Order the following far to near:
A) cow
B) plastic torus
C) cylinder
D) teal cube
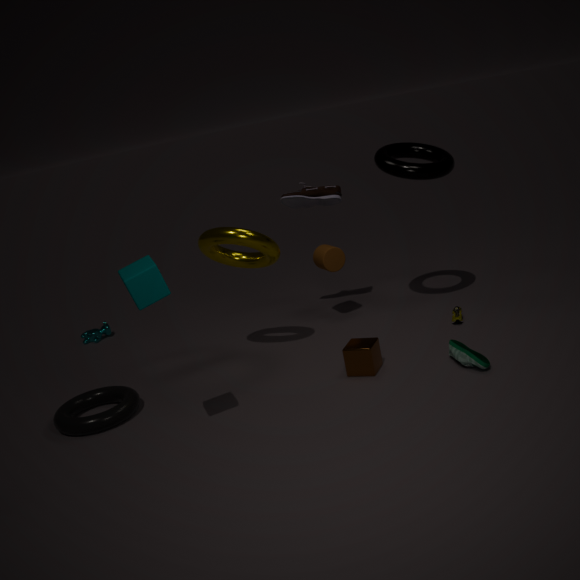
cow
cylinder
plastic torus
teal cube
